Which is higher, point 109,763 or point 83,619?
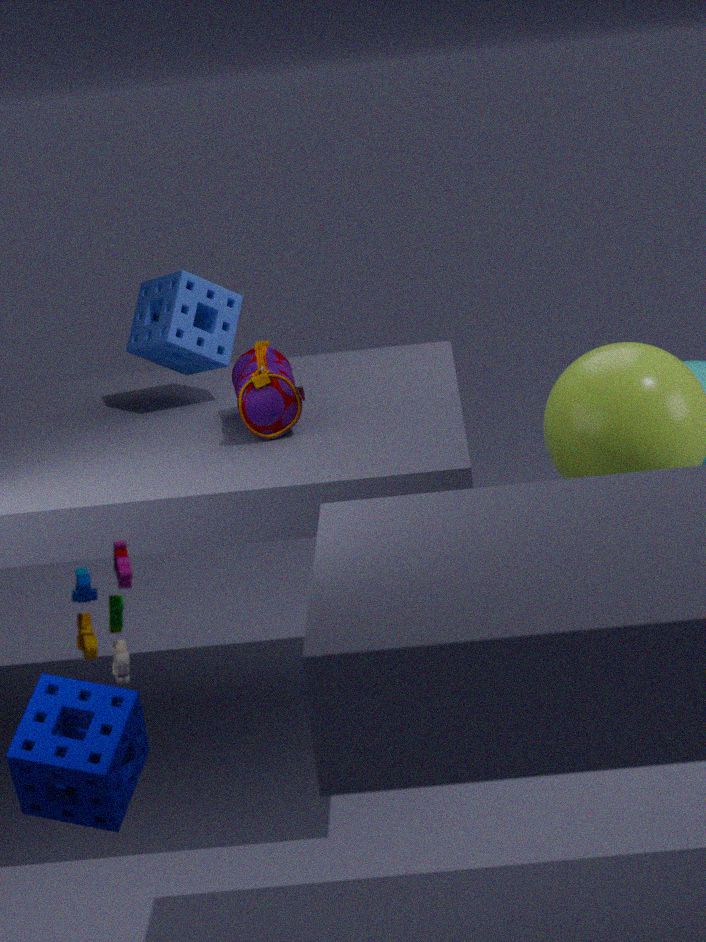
point 83,619
